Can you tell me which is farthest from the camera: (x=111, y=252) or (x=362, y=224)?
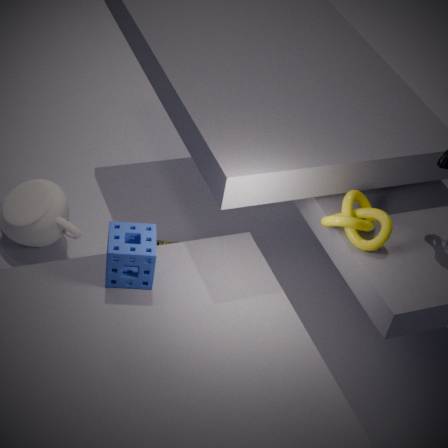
(x=362, y=224)
